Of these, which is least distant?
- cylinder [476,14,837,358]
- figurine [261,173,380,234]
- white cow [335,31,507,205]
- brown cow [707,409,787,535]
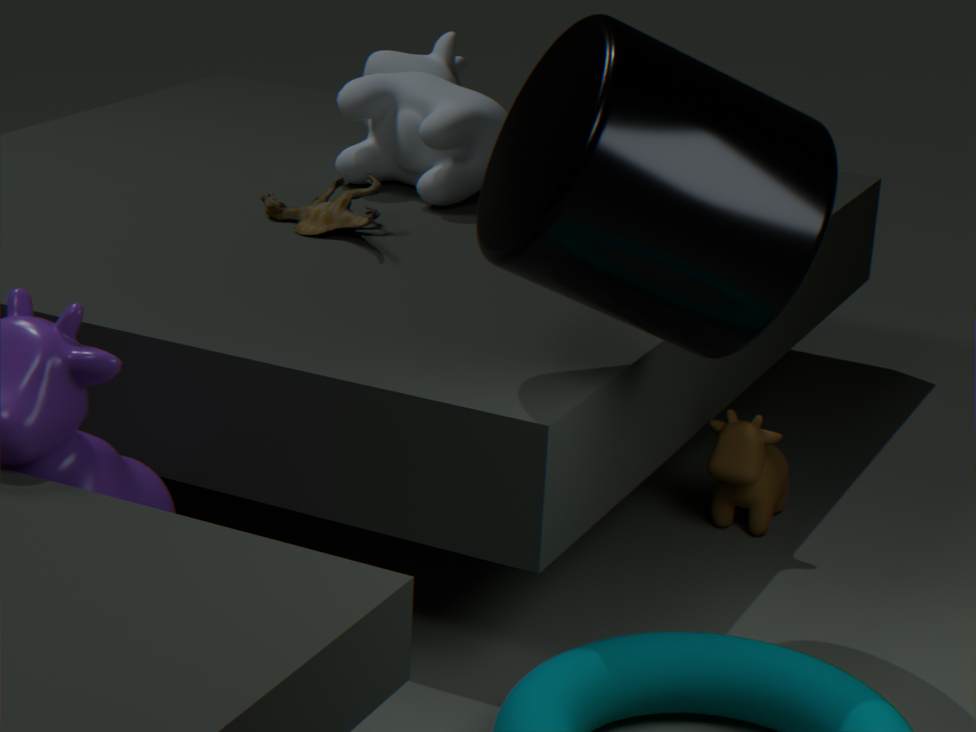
cylinder [476,14,837,358]
